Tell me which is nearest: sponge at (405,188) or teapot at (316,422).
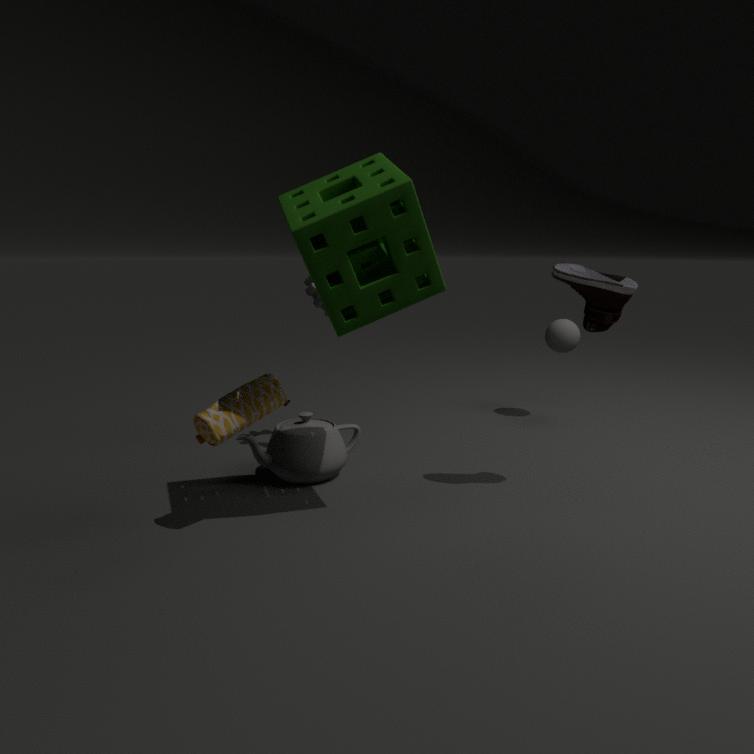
sponge at (405,188)
